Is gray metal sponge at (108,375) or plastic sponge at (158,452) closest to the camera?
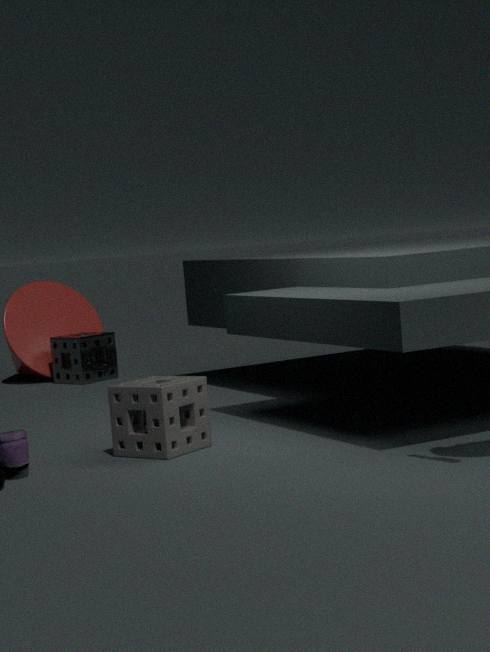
plastic sponge at (158,452)
